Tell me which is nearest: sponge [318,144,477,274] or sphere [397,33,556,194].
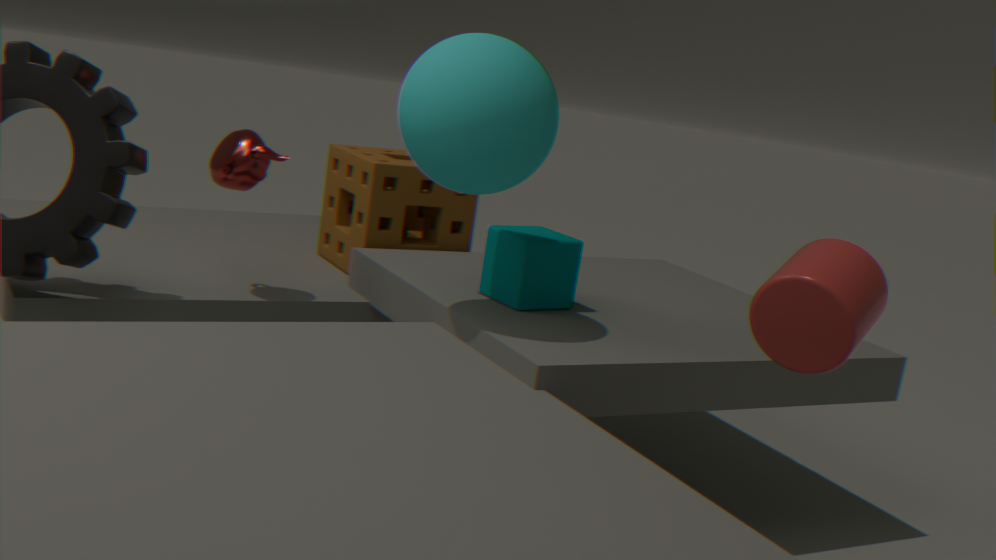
sphere [397,33,556,194]
